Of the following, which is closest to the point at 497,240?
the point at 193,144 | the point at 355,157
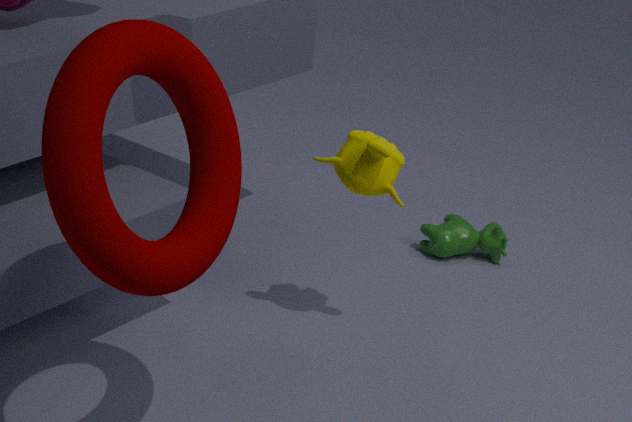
the point at 355,157
